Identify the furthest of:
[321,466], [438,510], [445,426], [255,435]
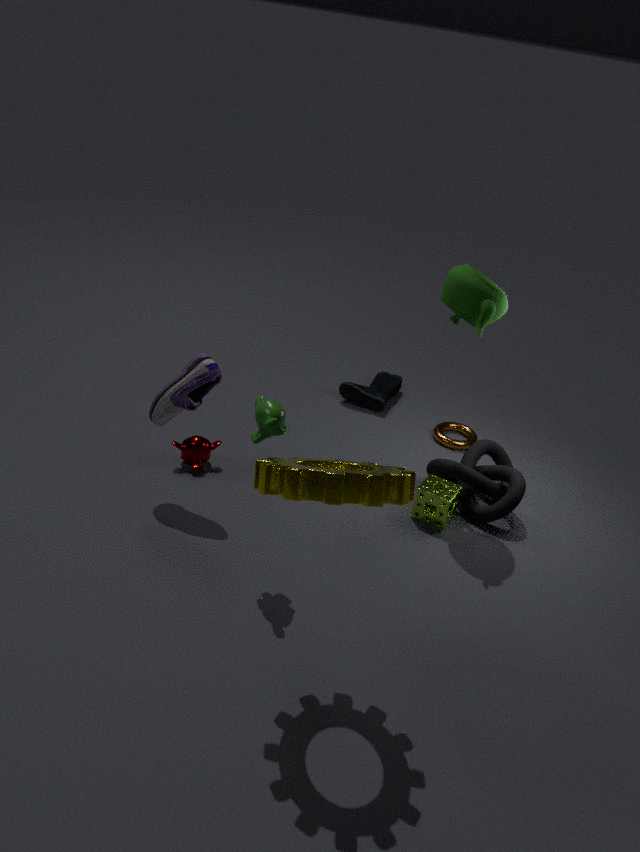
[445,426]
